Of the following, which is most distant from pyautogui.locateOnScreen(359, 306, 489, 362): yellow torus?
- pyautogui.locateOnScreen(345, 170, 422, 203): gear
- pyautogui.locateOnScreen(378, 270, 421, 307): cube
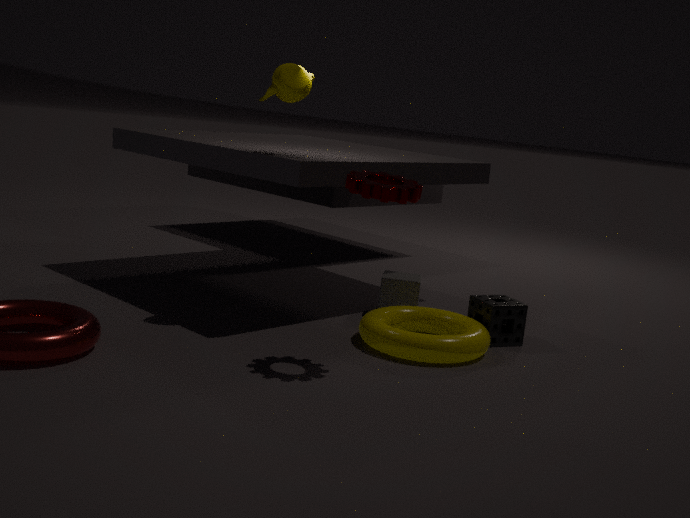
pyautogui.locateOnScreen(345, 170, 422, 203): gear
